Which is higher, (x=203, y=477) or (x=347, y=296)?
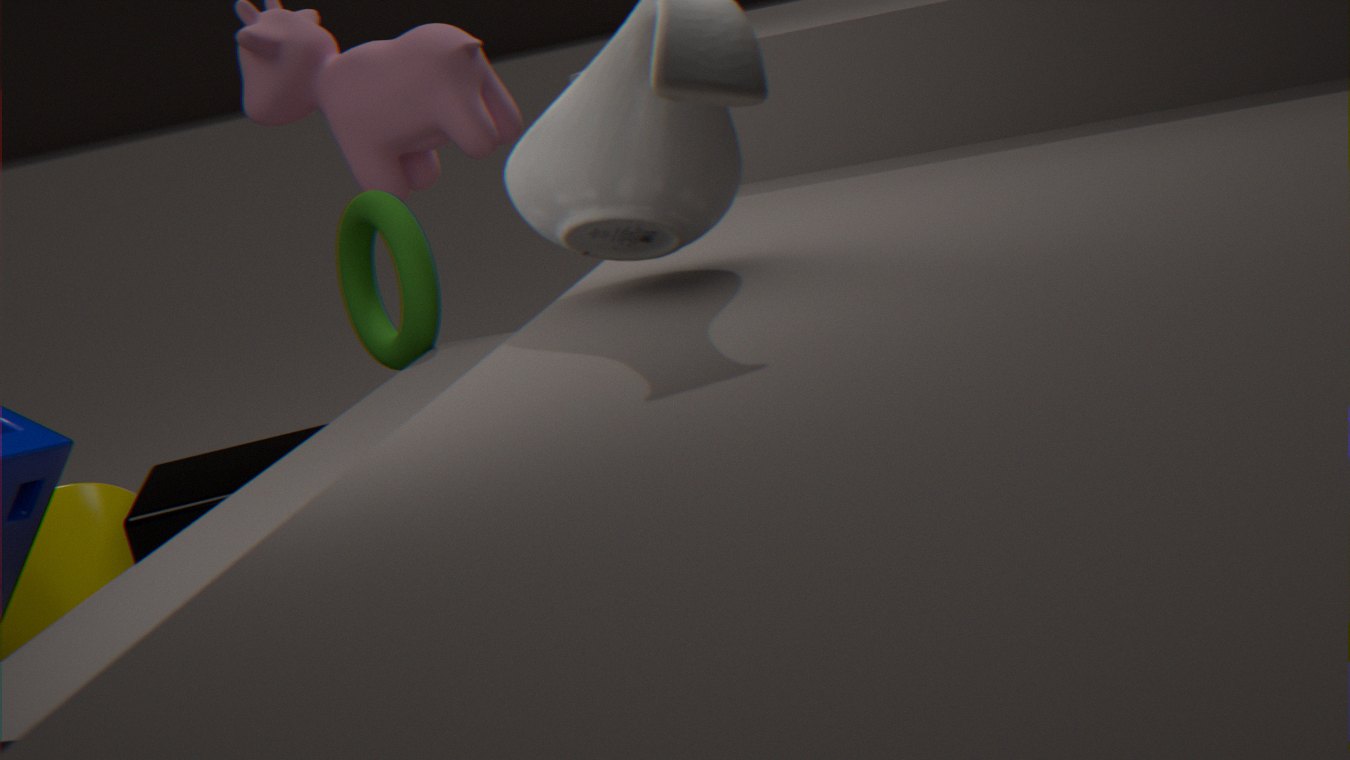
(x=347, y=296)
